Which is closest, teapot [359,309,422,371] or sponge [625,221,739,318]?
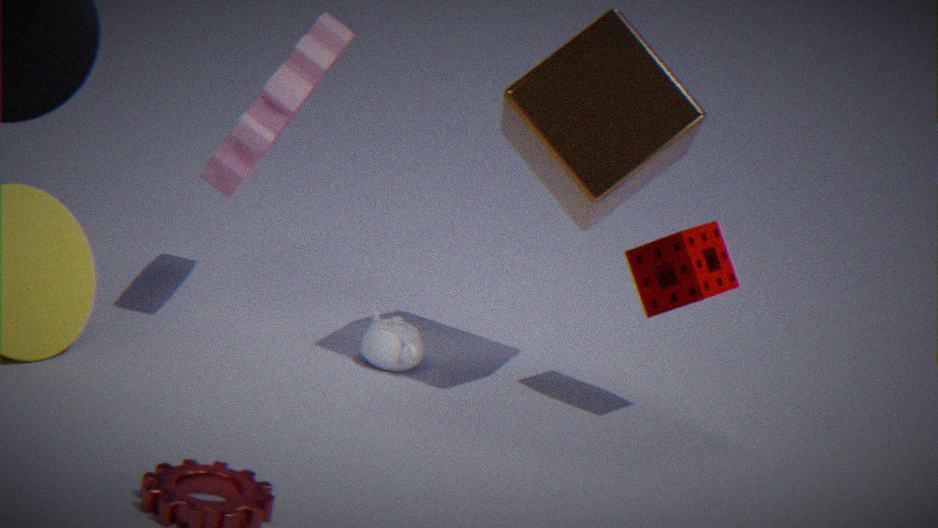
sponge [625,221,739,318]
